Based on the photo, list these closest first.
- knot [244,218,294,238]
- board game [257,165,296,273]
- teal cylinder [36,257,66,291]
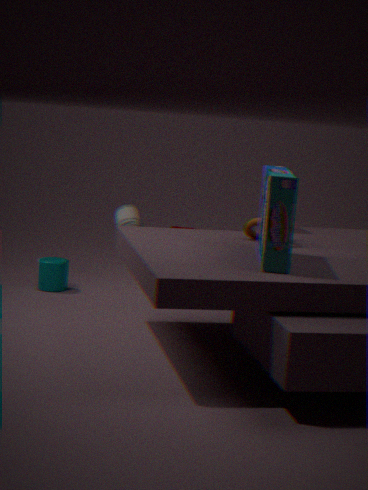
board game [257,165,296,273] → knot [244,218,294,238] → teal cylinder [36,257,66,291]
